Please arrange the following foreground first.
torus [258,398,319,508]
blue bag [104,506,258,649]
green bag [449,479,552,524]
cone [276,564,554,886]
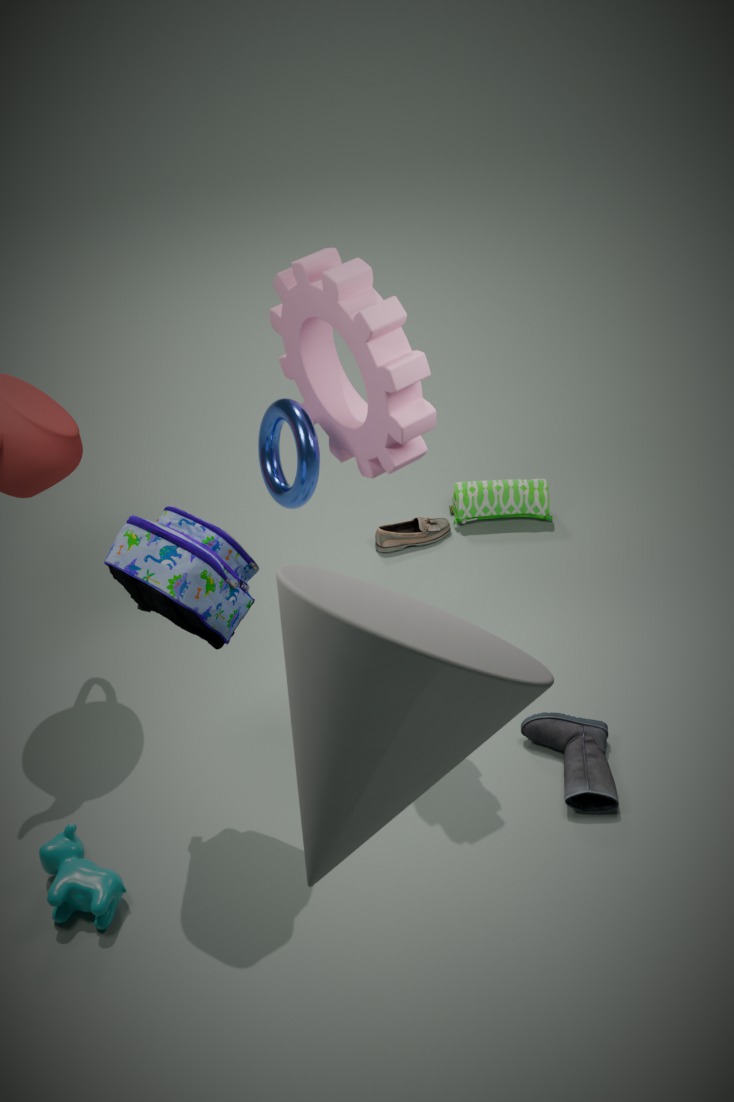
cone [276,564,554,886]
blue bag [104,506,258,649]
torus [258,398,319,508]
green bag [449,479,552,524]
